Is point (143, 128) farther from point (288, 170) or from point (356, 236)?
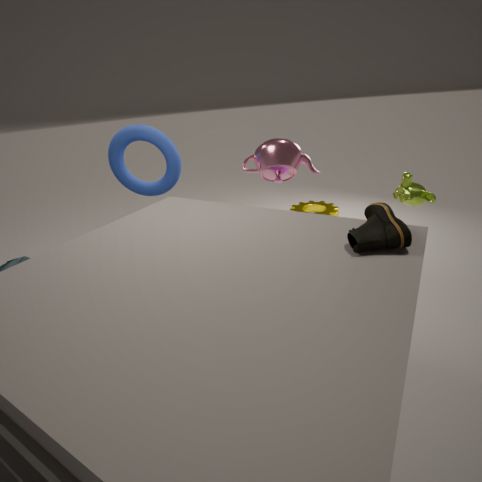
point (356, 236)
